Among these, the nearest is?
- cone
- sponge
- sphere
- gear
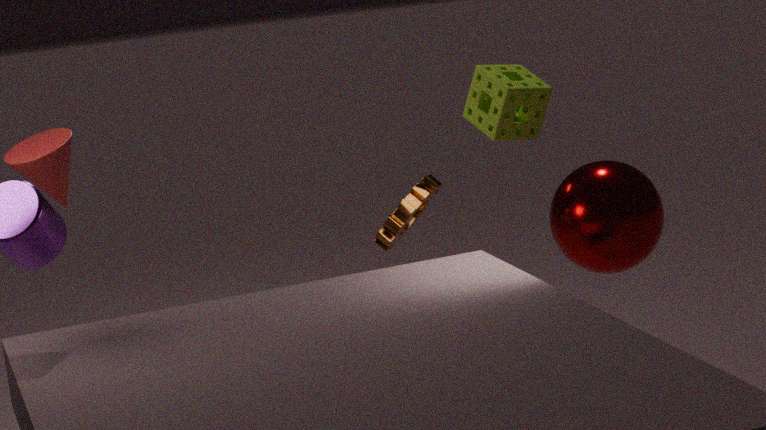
cone
